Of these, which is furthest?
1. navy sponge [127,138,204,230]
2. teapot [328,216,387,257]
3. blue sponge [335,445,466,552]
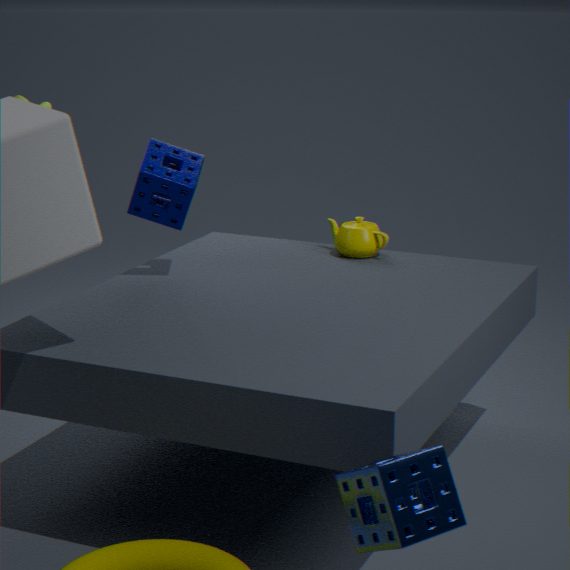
teapot [328,216,387,257]
